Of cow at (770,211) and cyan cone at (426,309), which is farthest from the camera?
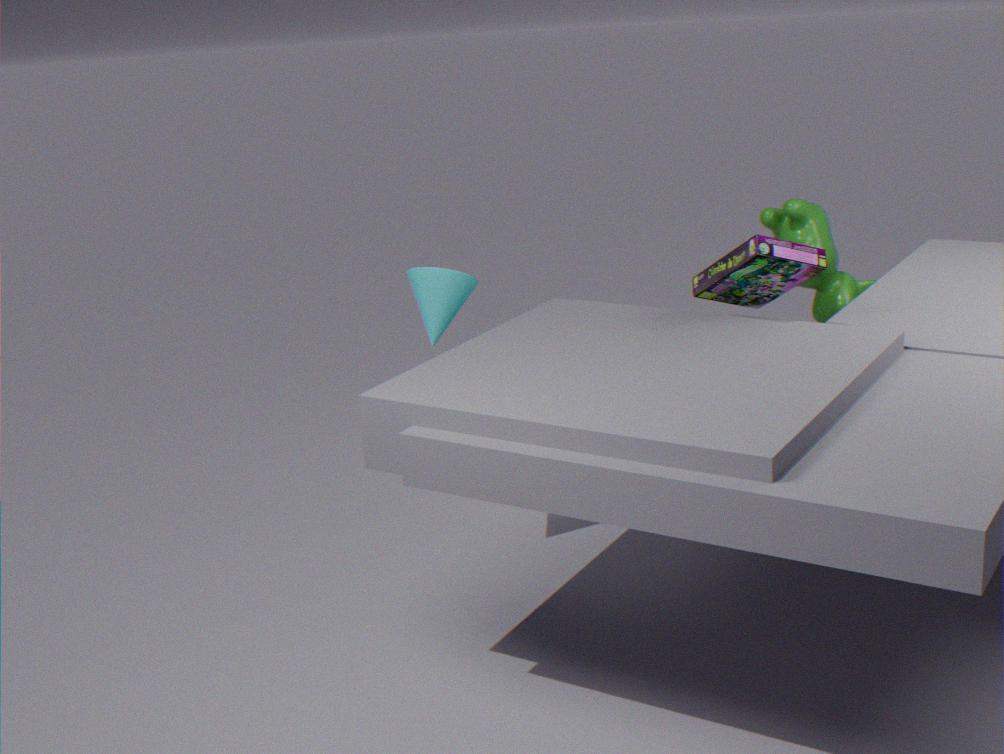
cow at (770,211)
